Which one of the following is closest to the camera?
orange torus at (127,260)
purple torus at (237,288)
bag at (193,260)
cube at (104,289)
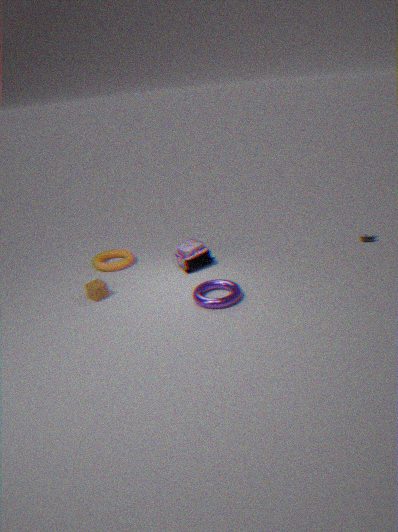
purple torus at (237,288)
